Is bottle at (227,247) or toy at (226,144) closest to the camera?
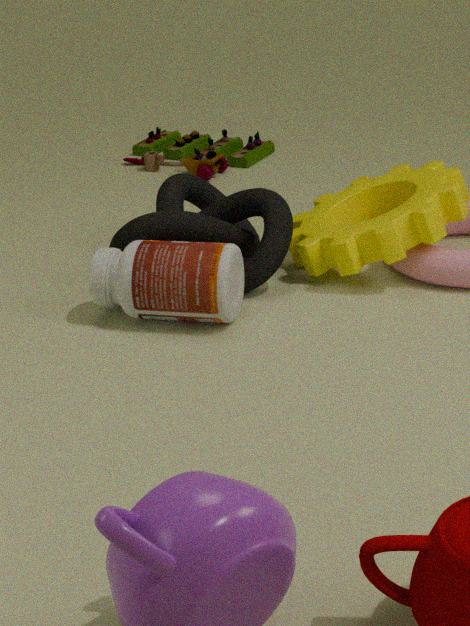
bottle at (227,247)
